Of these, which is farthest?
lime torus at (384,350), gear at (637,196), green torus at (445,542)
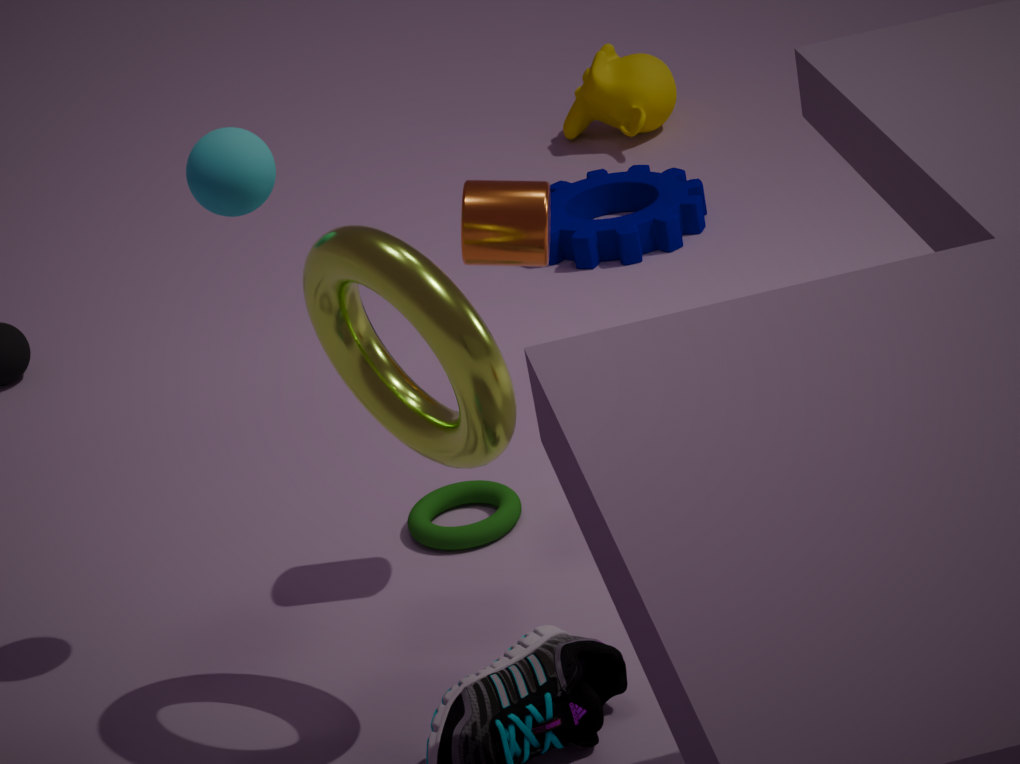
gear at (637,196)
